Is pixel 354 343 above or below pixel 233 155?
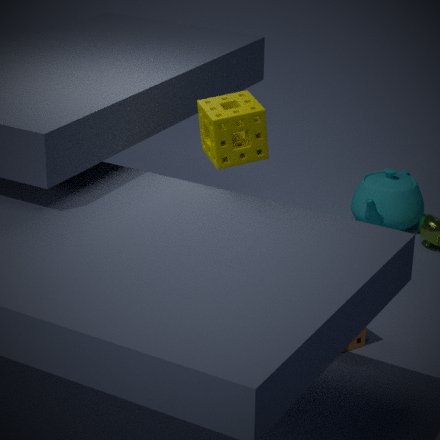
below
